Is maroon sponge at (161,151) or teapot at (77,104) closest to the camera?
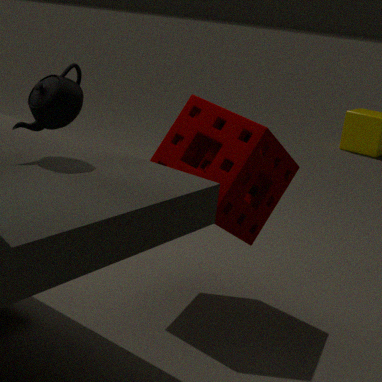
teapot at (77,104)
